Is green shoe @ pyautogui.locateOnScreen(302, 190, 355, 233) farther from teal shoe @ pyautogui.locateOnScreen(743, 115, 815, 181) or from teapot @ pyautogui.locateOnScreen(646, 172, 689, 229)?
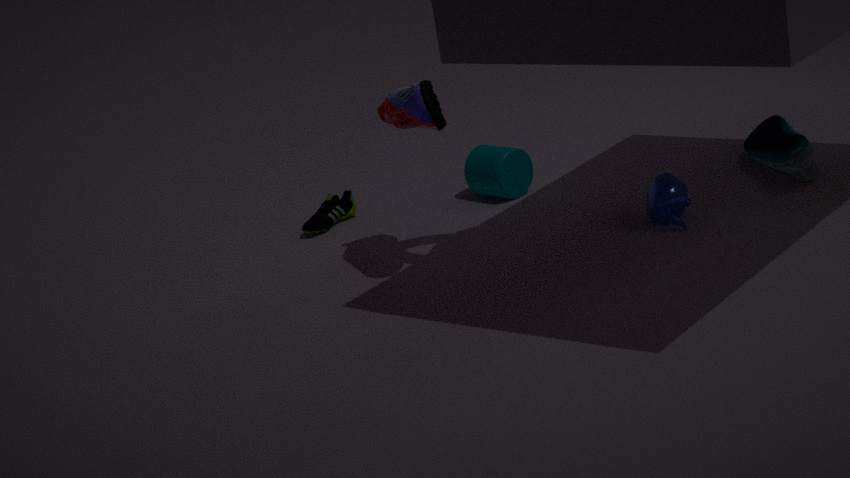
teal shoe @ pyautogui.locateOnScreen(743, 115, 815, 181)
